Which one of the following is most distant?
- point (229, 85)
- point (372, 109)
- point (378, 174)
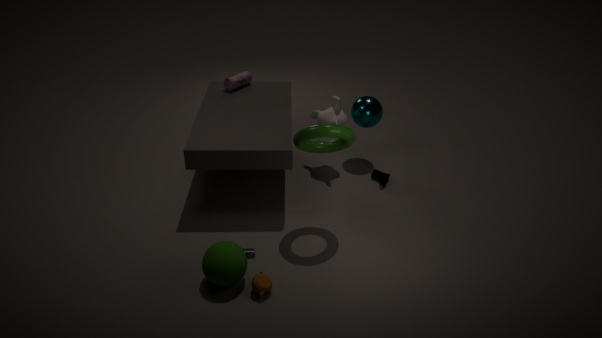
point (229, 85)
